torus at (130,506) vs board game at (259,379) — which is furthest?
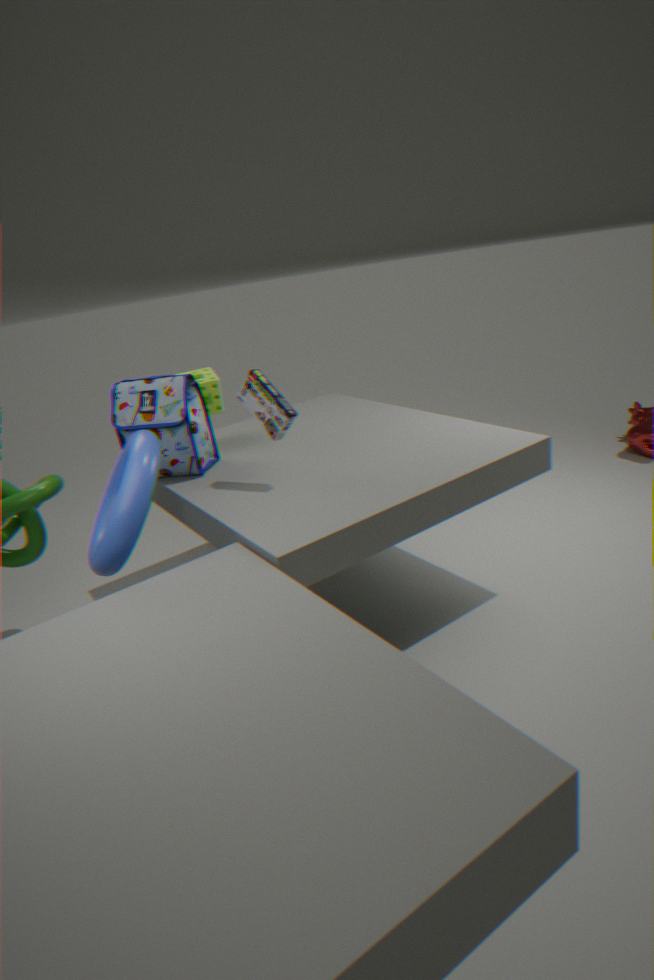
board game at (259,379)
